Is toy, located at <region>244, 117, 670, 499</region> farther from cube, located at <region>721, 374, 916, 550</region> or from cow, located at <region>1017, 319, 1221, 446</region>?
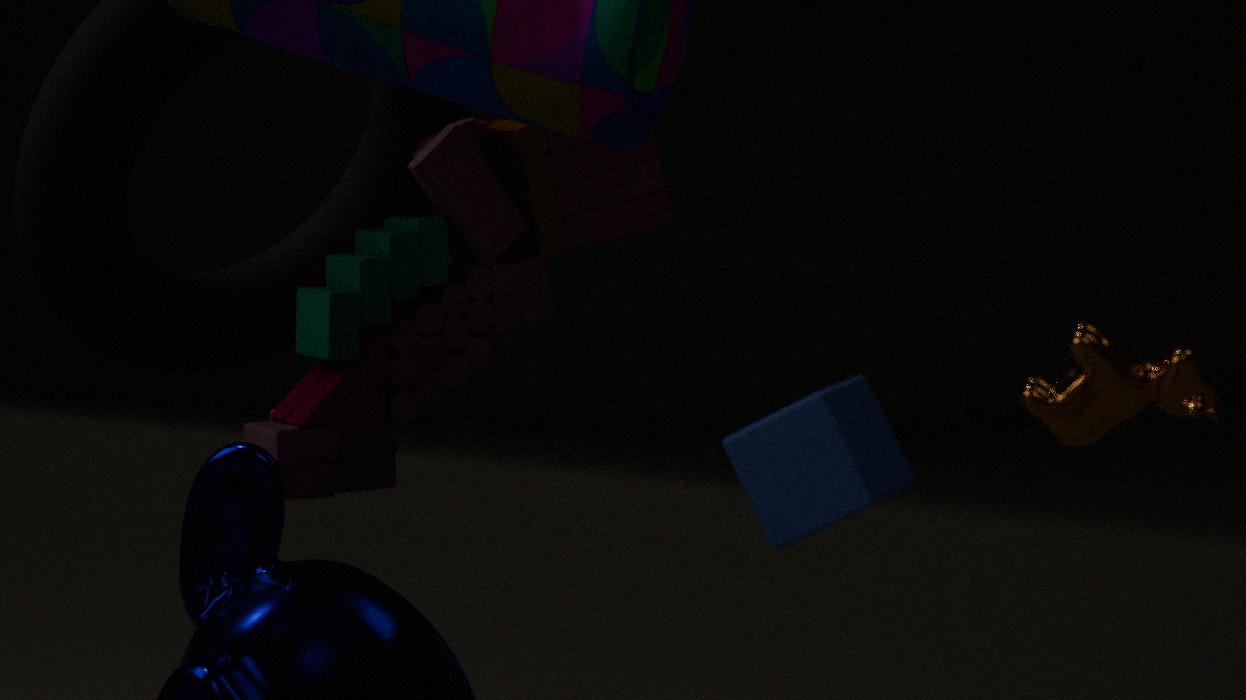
cube, located at <region>721, 374, 916, 550</region>
